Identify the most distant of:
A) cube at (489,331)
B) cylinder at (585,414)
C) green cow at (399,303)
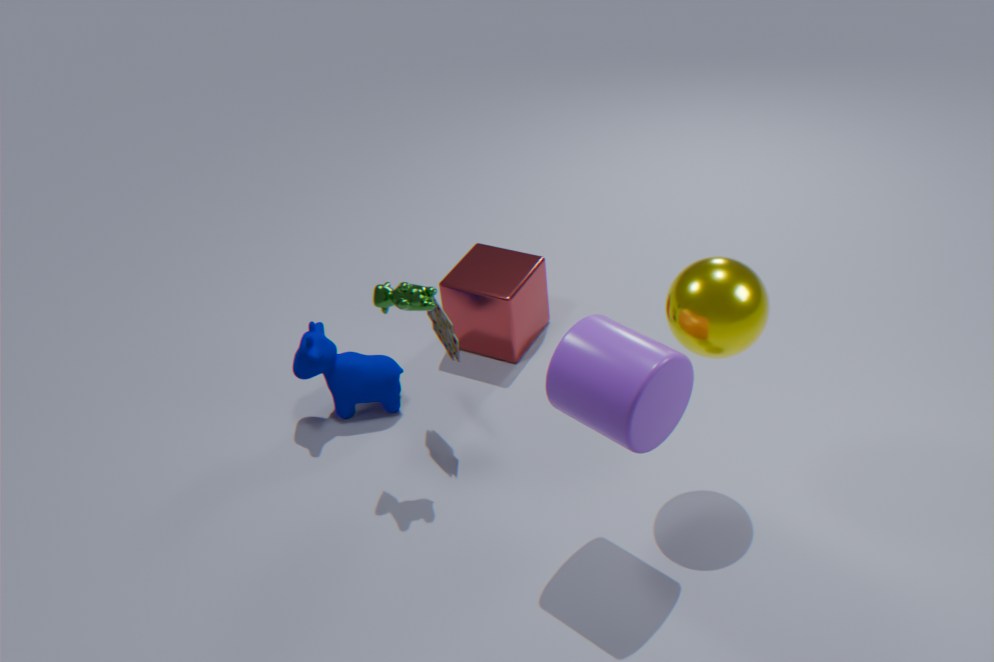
cube at (489,331)
